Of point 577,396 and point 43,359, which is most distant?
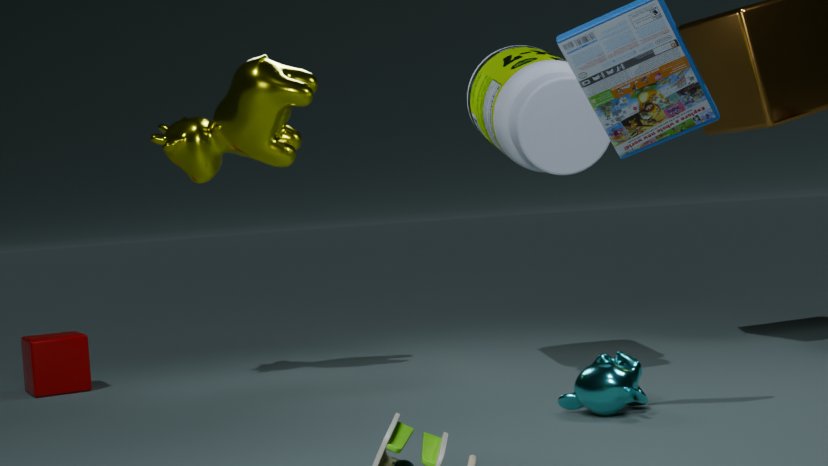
point 43,359
